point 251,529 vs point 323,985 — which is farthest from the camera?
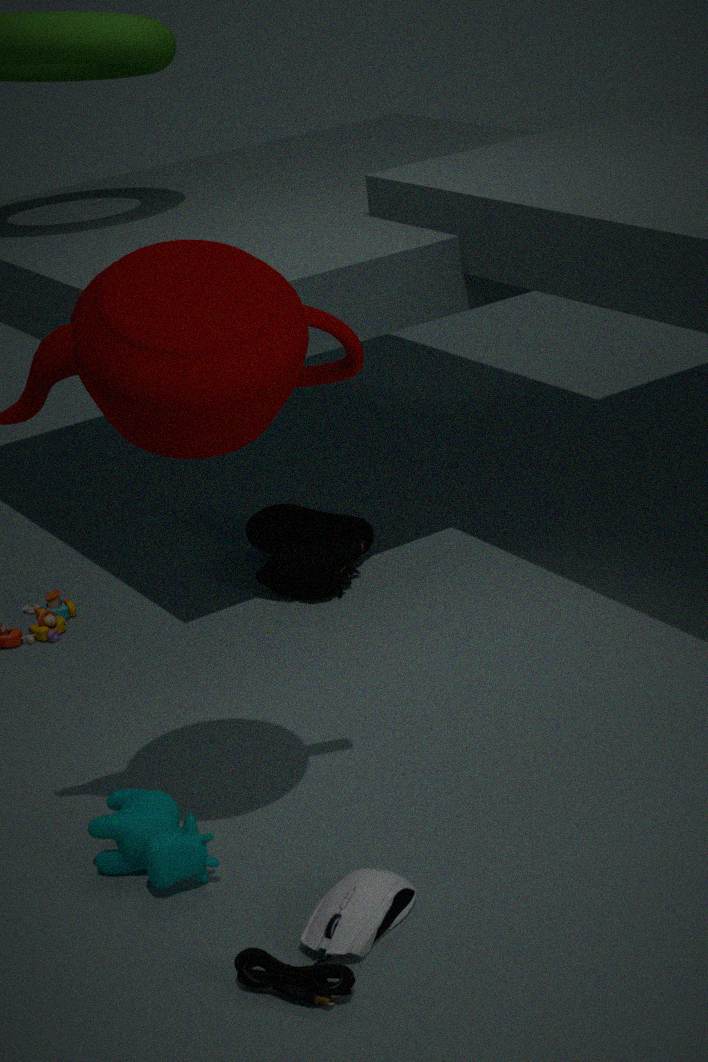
point 251,529
